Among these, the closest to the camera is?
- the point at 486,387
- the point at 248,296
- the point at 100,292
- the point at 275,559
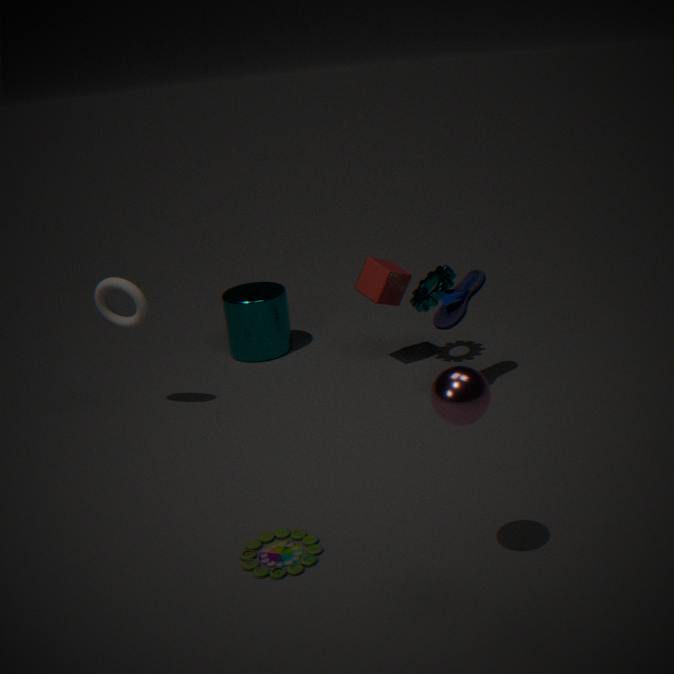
the point at 486,387
